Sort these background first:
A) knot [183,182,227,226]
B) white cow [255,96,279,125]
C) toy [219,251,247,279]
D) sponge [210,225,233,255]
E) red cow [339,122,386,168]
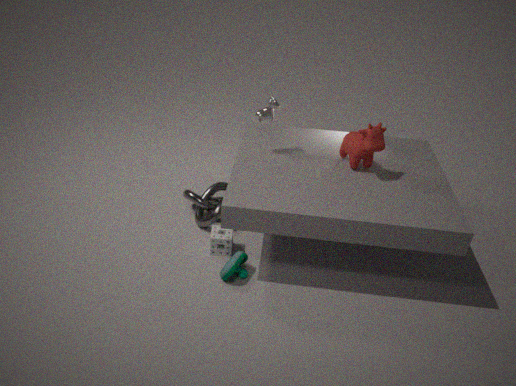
knot [183,182,227,226]
white cow [255,96,279,125]
sponge [210,225,233,255]
red cow [339,122,386,168]
toy [219,251,247,279]
